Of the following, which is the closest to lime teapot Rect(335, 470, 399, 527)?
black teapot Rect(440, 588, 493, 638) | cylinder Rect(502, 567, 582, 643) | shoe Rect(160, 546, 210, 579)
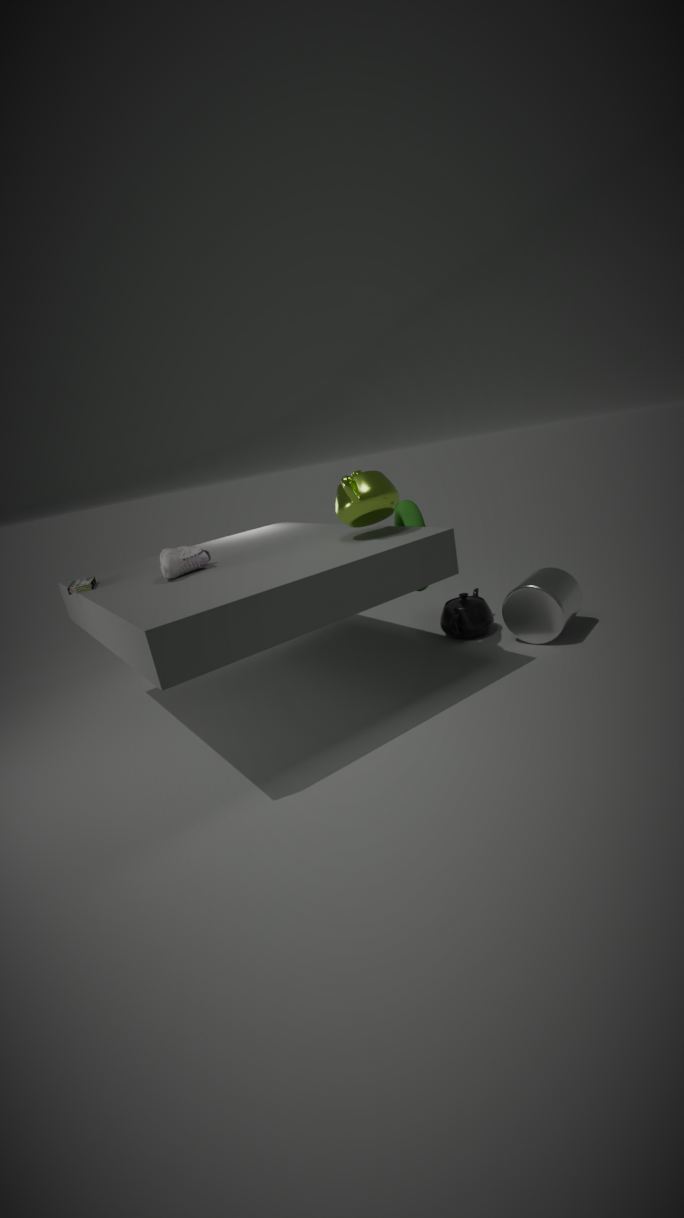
shoe Rect(160, 546, 210, 579)
